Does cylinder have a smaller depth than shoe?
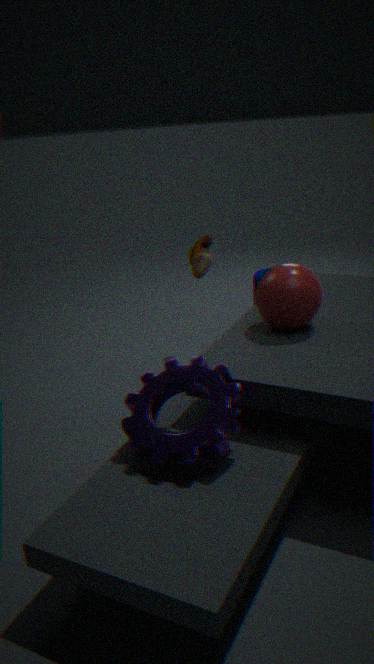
No
